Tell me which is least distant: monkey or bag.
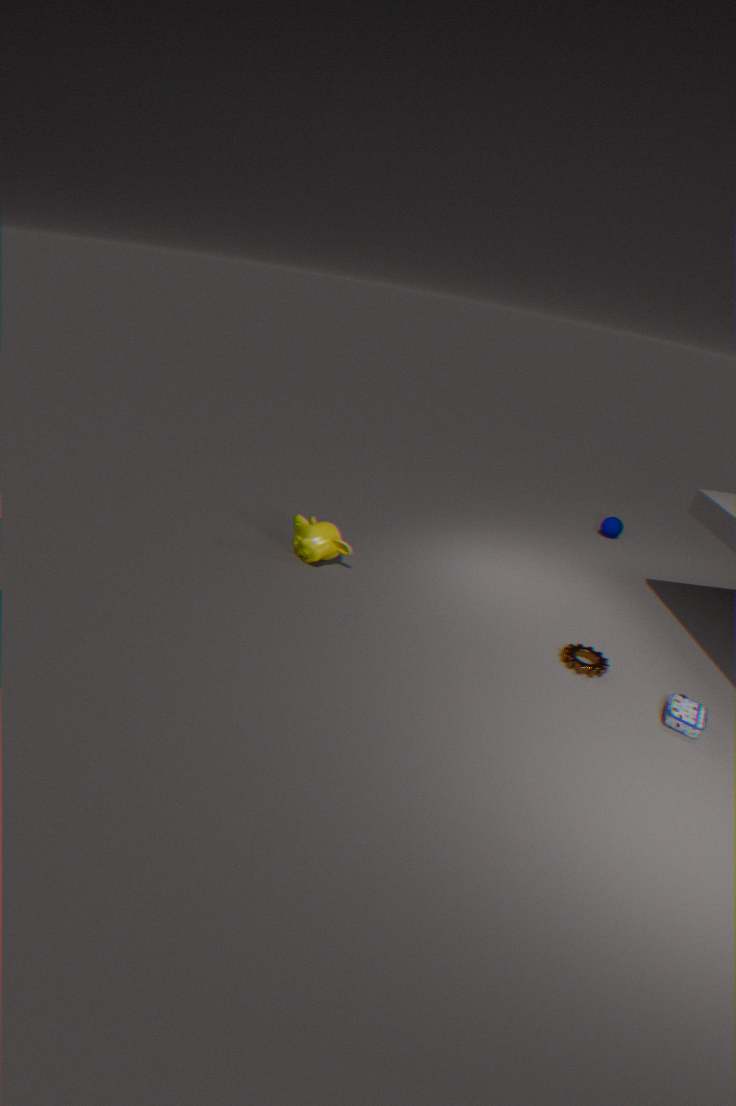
bag
